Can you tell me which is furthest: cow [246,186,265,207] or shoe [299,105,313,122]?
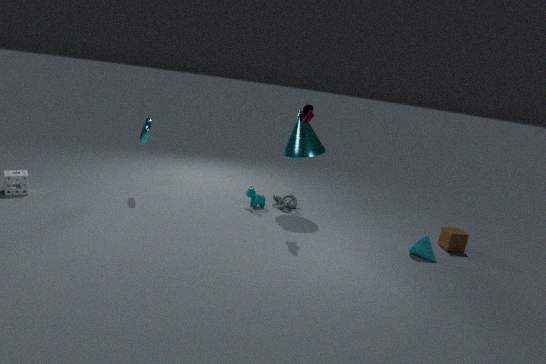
cow [246,186,265,207]
